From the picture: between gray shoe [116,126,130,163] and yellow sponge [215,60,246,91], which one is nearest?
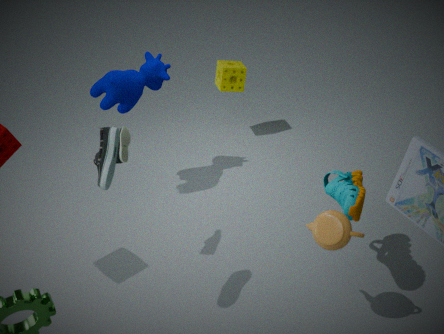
gray shoe [116,126,130,163]
